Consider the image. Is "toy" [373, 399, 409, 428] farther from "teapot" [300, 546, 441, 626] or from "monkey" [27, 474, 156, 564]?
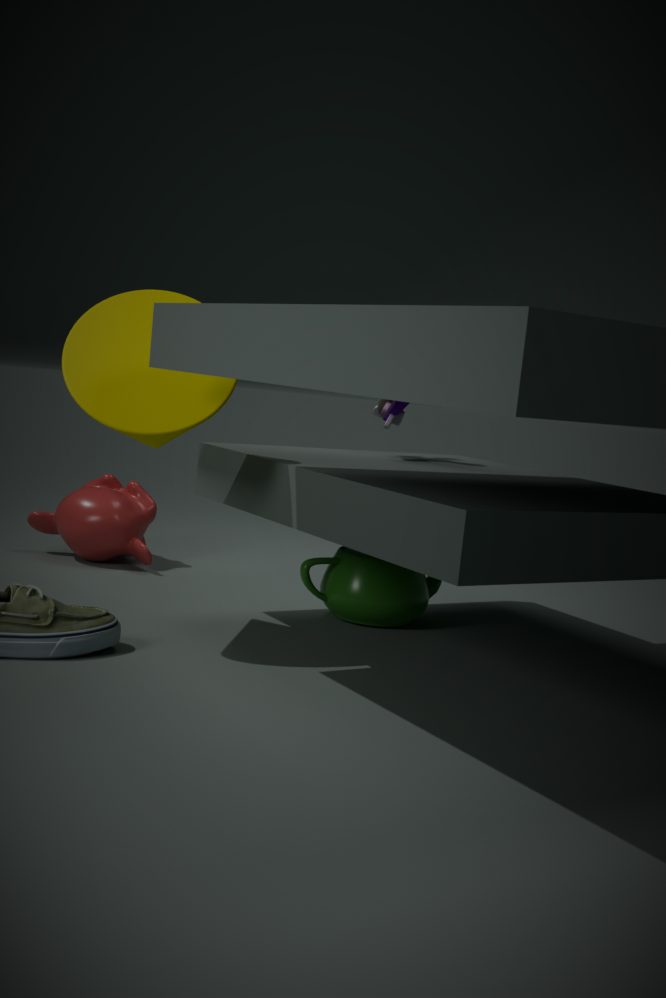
"monkey" [27, 474, 156, 564]
